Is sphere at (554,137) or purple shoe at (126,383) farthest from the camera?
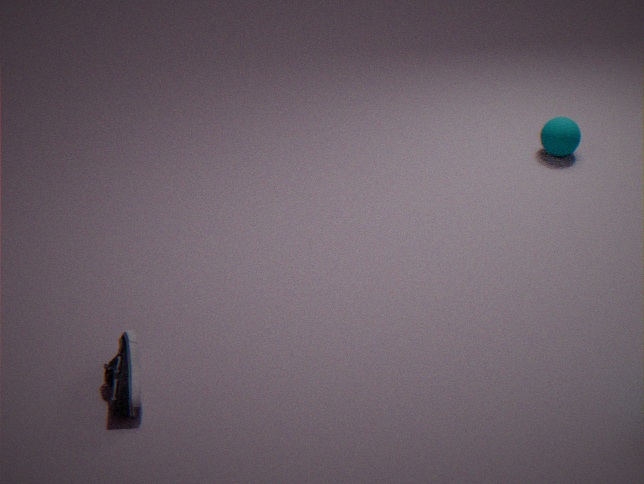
sphere at (554,137)
